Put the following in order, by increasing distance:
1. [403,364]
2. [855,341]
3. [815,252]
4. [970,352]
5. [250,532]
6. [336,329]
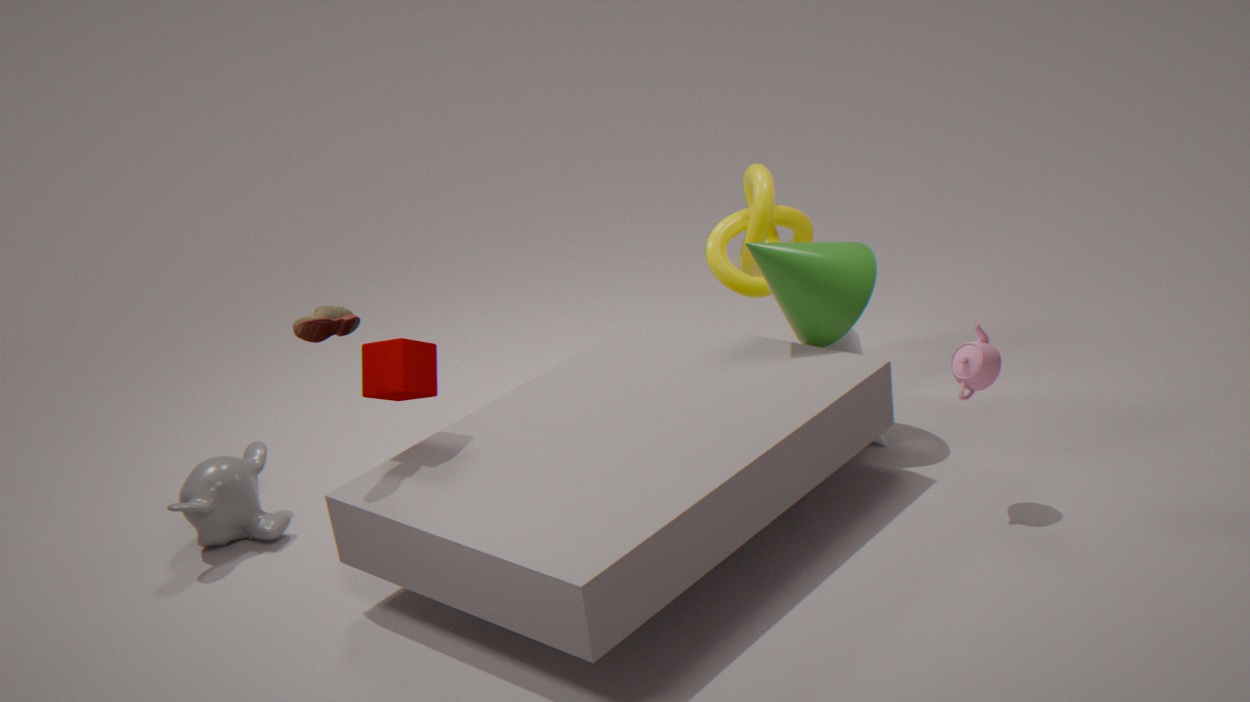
[336,329] → [970,352] → [403,364] → [815,252] → [250,532] → [855,341]
